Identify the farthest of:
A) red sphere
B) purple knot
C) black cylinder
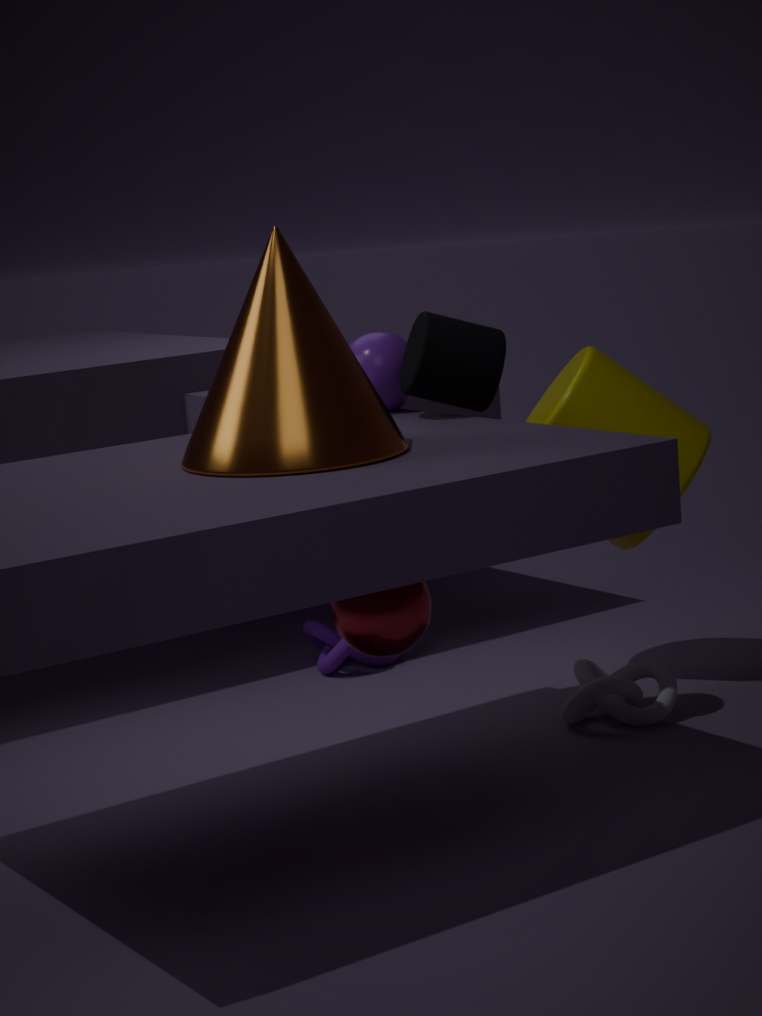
purple knot
